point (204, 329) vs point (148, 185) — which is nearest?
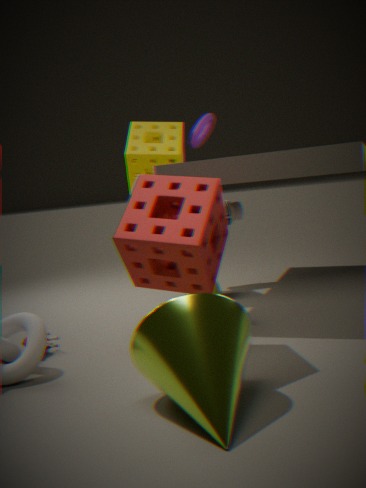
point (204, 329)
